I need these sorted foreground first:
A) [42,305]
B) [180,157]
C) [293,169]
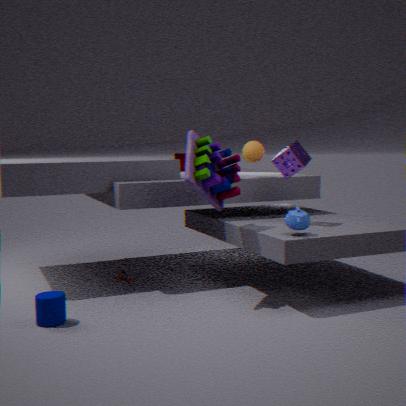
1. [42,305]
2. [293,169]
3. [180,157]
